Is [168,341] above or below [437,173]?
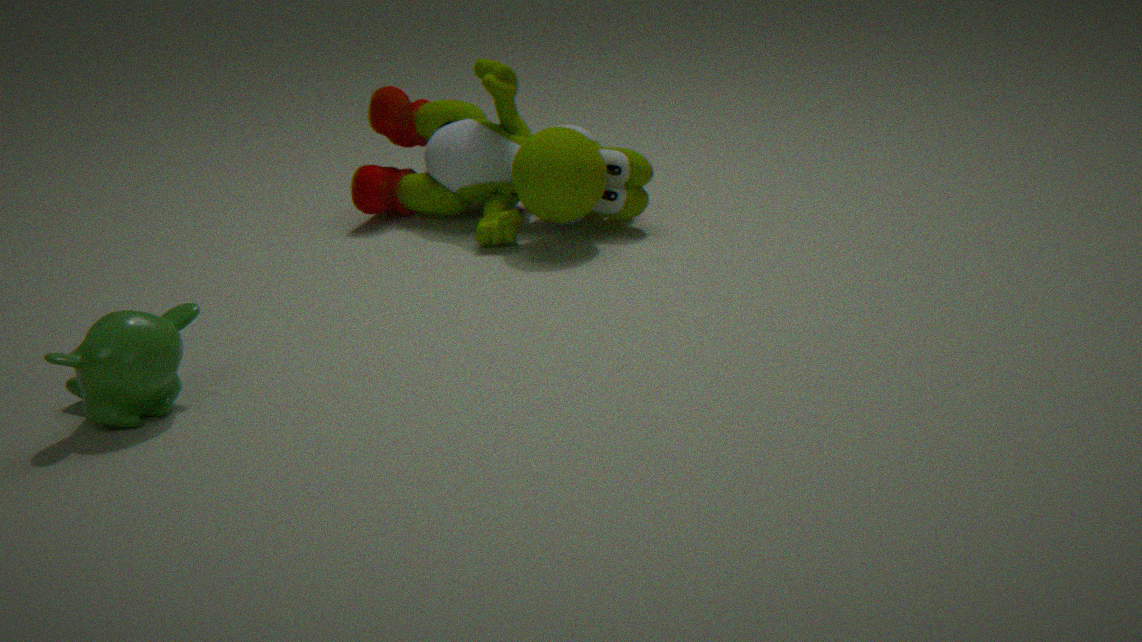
below
